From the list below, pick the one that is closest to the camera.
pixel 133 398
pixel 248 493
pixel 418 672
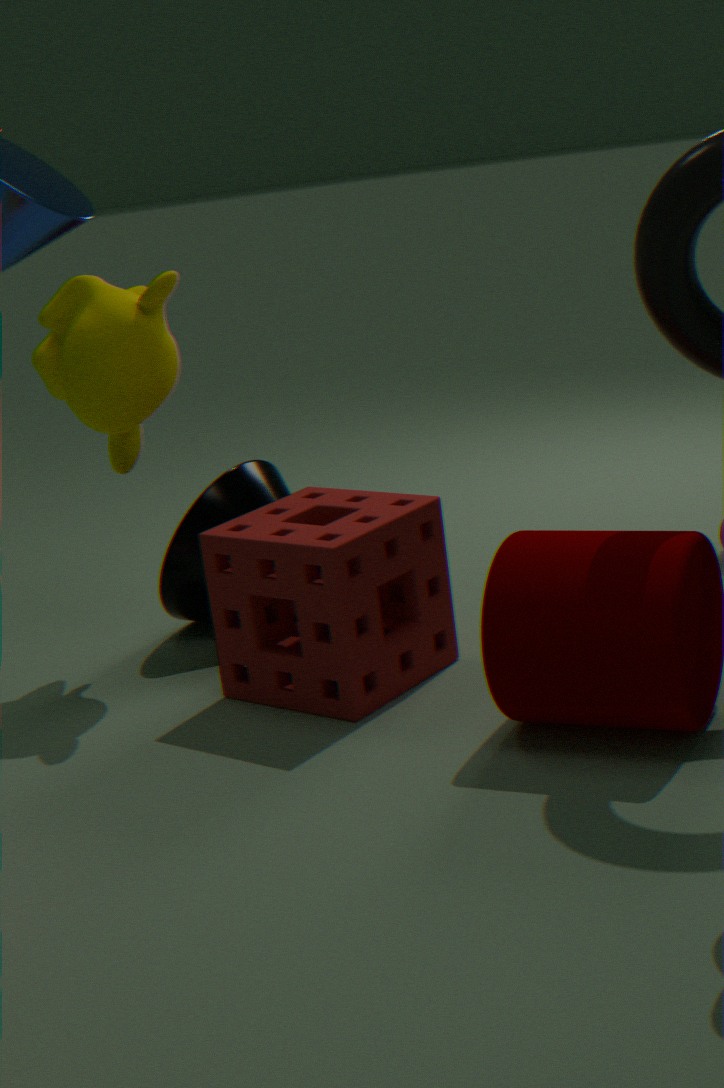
pixel 418 672
